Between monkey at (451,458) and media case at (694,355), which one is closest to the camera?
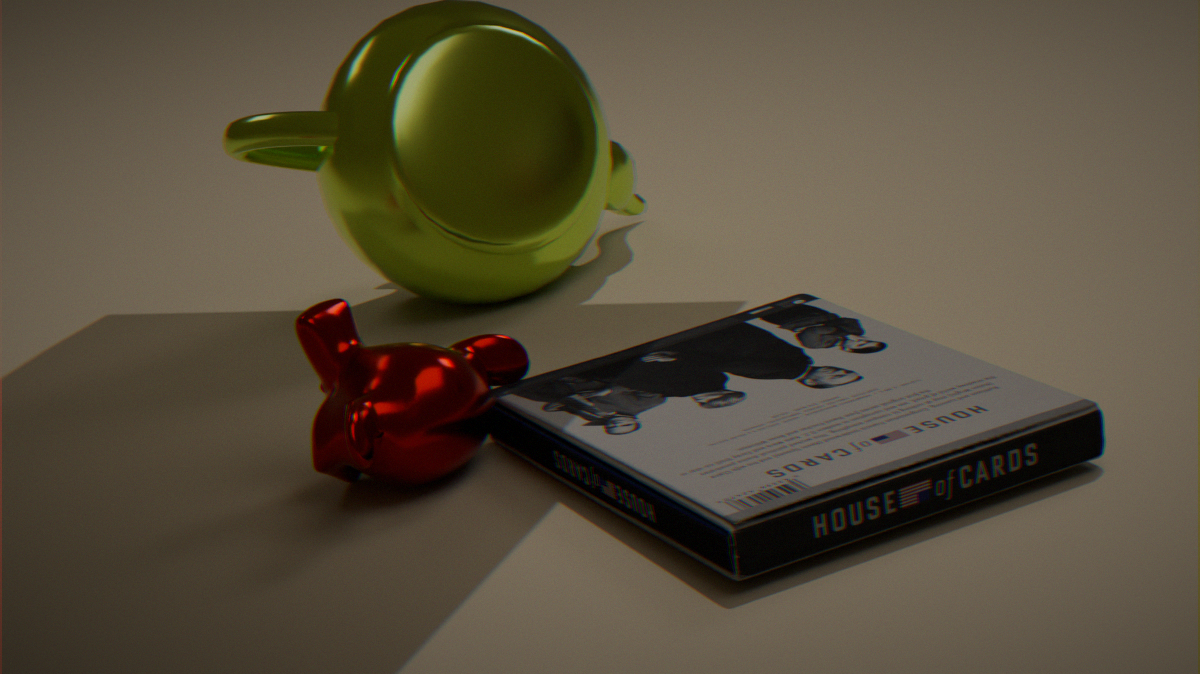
media case at (694,355)
